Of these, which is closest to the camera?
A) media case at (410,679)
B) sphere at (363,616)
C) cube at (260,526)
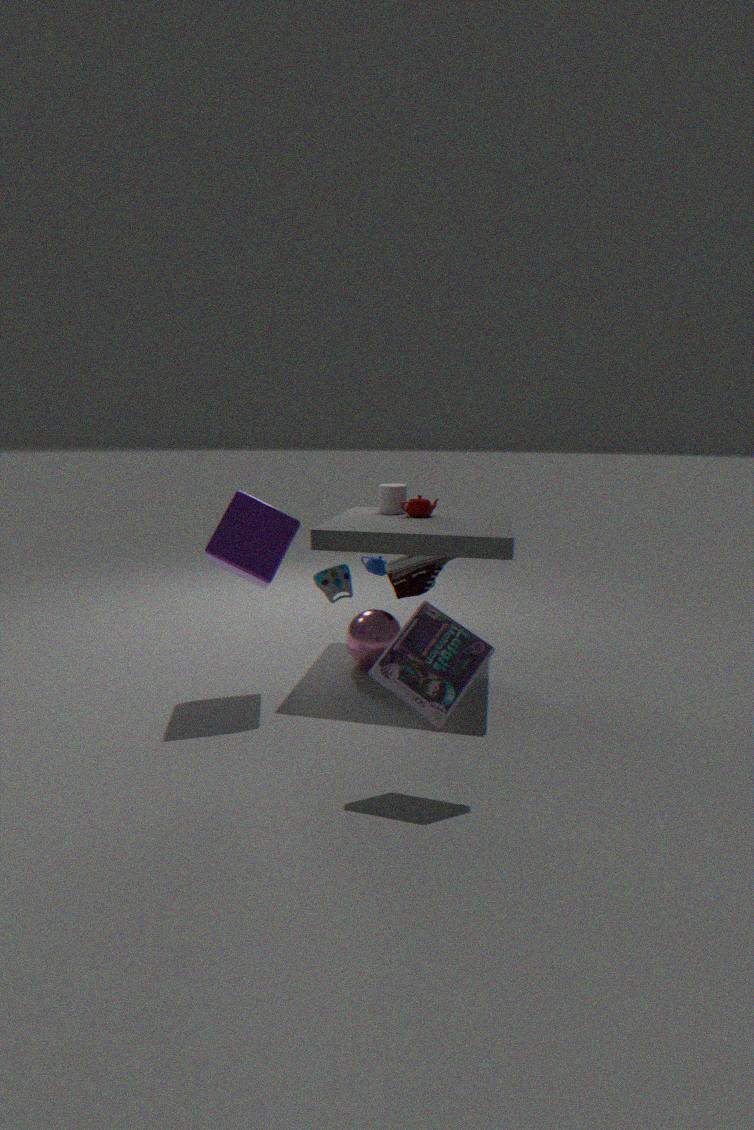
media case at (410,679)
